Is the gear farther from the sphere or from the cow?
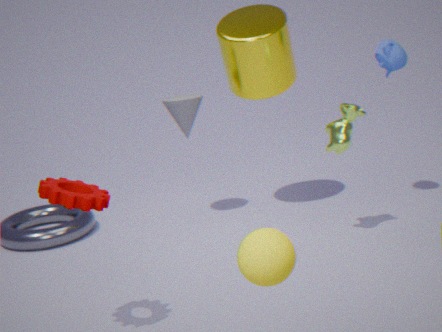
the cow
